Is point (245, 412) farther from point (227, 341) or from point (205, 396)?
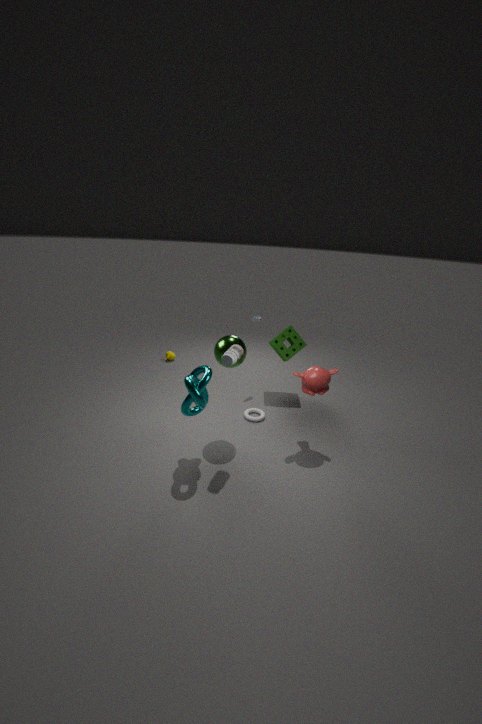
point (205, 396)
